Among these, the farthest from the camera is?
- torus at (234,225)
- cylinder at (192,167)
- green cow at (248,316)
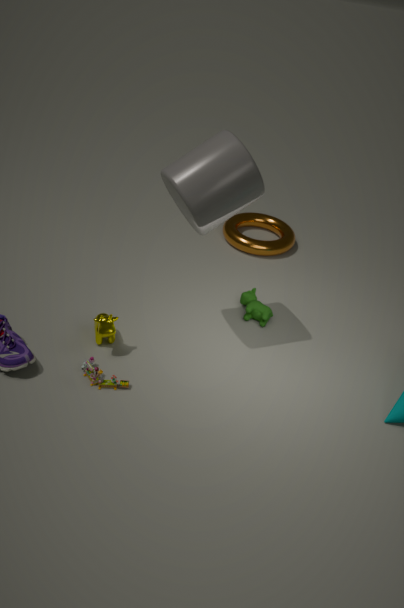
torus at (234,225)
